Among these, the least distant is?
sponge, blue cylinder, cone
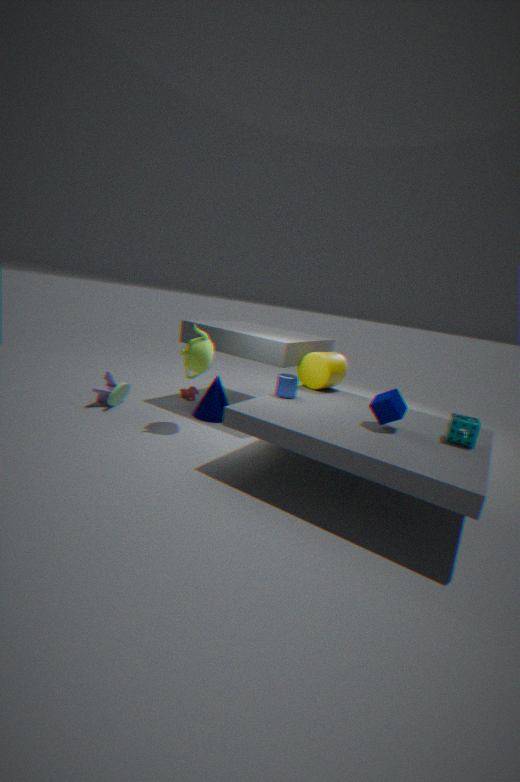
sponge
